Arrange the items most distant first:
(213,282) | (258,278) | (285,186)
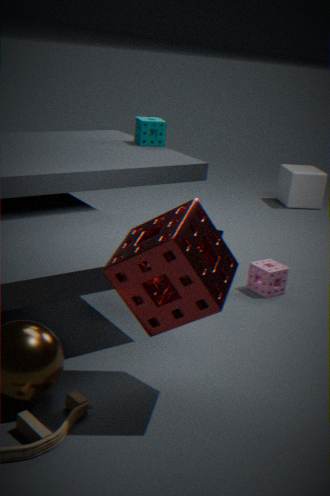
(285,186), (258,278), (213,282)
